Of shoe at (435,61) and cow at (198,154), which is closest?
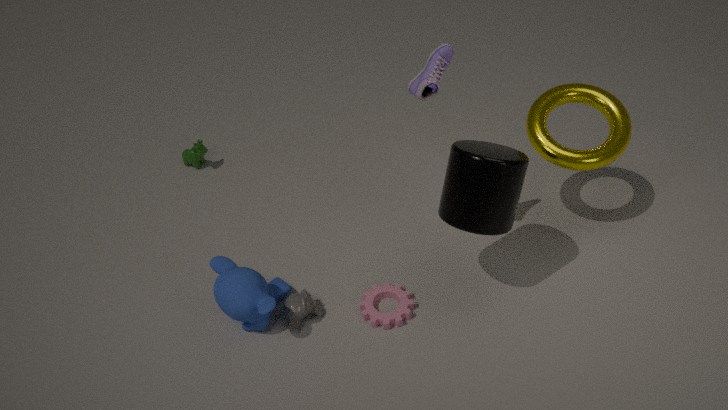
shoe at (435,61)
